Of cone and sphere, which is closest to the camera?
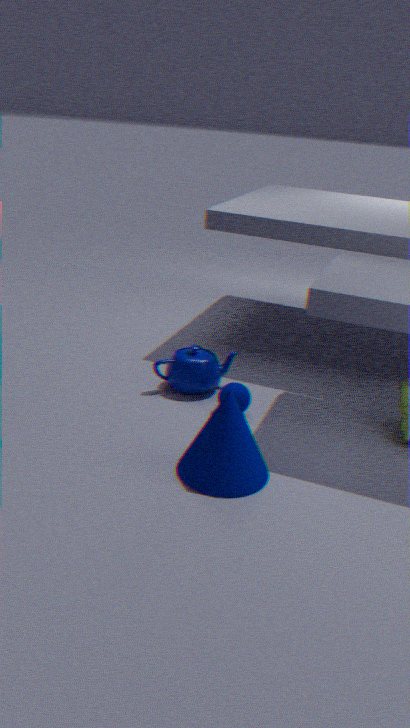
cone
